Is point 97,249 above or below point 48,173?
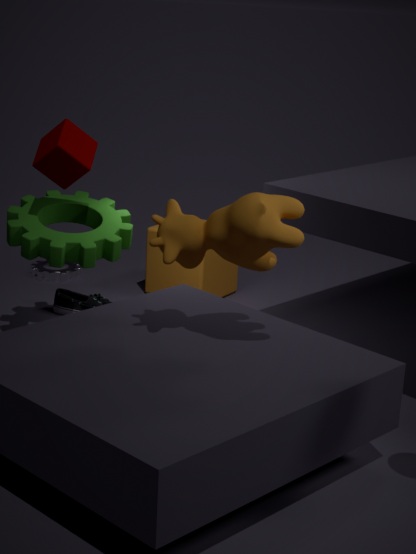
below
